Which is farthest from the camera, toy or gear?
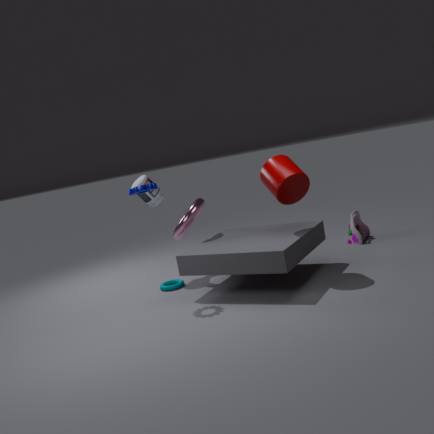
toy
